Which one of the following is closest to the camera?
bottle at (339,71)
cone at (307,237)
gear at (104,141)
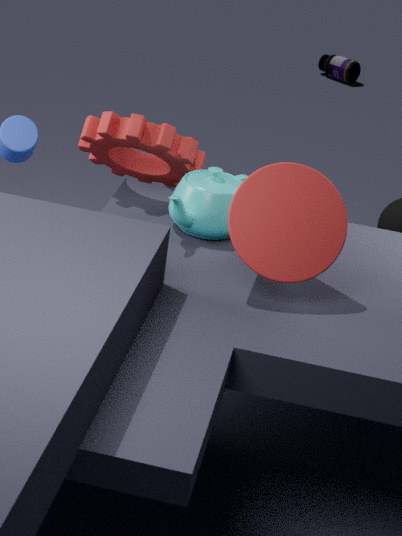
cone at (307,237)
